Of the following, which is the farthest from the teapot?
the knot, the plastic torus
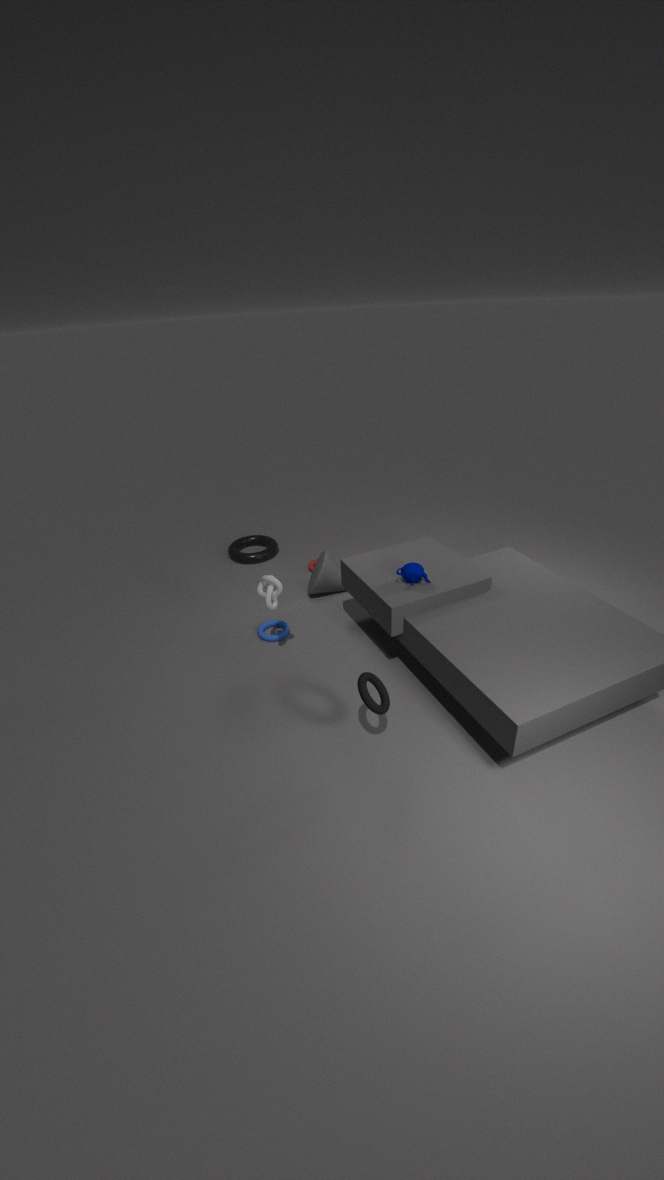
the plastic torus
